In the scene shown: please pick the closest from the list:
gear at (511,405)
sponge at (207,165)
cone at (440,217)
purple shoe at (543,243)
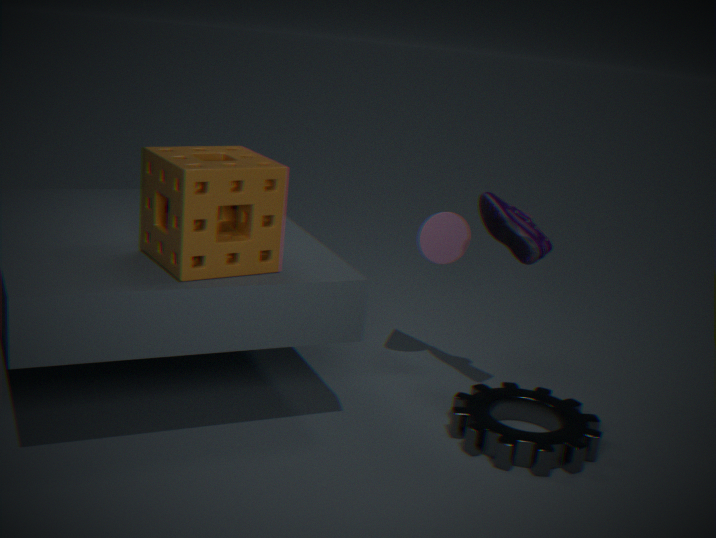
sponge at (207,165)
